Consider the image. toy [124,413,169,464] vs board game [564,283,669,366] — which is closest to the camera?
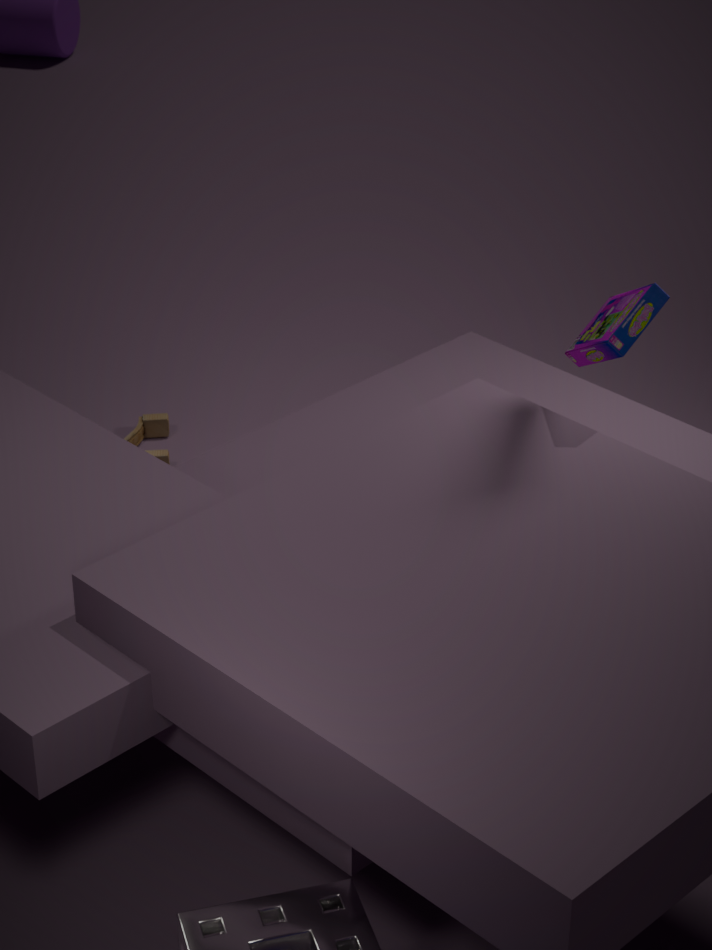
board game [564,283,669,366]
